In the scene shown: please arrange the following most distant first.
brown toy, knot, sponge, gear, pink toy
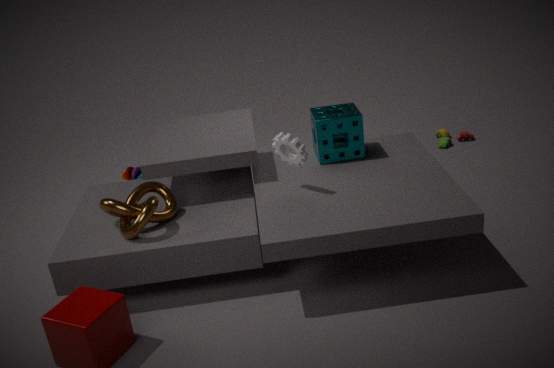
brown toy < pink toy < sponge < gear < knot
